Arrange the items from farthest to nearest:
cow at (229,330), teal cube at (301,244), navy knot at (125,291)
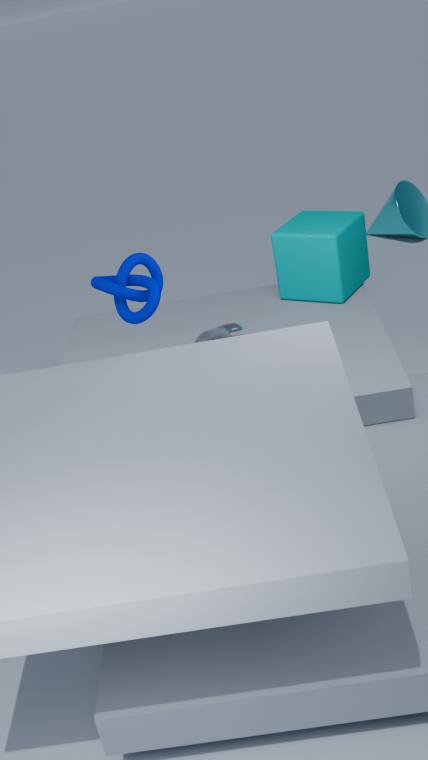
1. teal cube at (301,244)
2. cow at (229,330)
3. navy knot at (125,291)
